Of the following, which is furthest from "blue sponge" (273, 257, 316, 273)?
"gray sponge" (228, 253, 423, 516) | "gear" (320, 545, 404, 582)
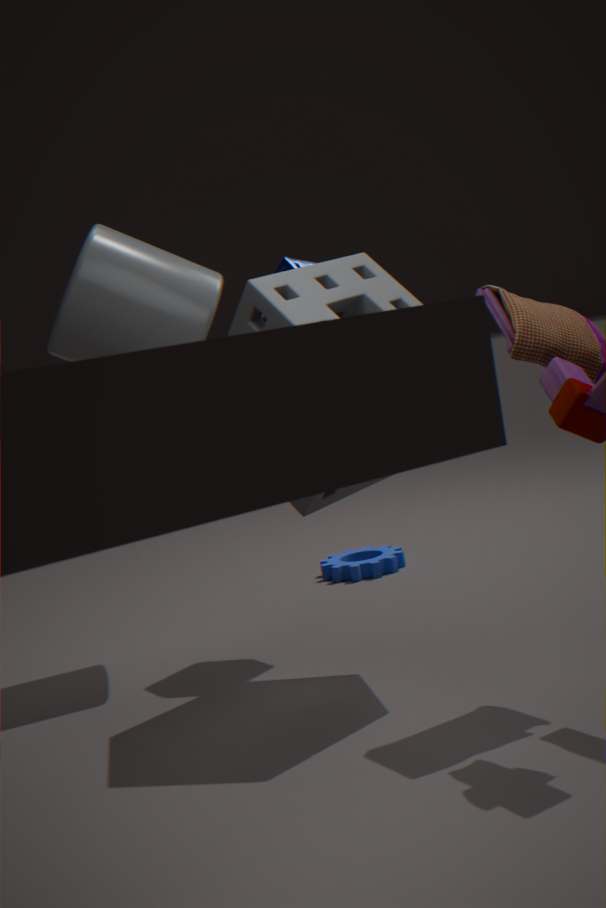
"gear" (320, 545, 404, 582)
